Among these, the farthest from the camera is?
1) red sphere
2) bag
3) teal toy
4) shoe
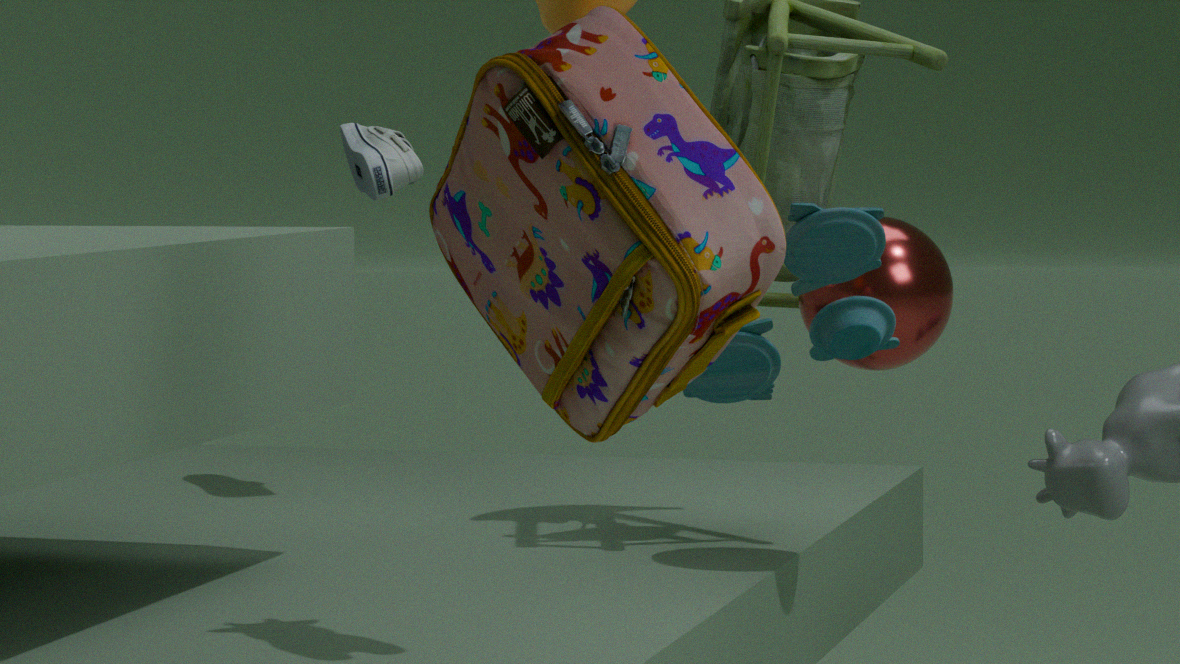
4. shoe
